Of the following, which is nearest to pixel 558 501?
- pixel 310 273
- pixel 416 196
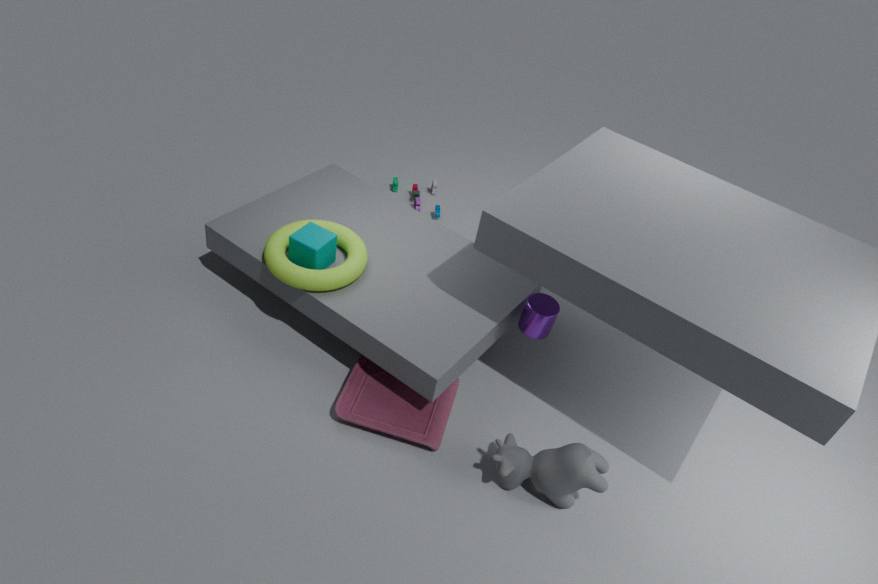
pixel 310 273
